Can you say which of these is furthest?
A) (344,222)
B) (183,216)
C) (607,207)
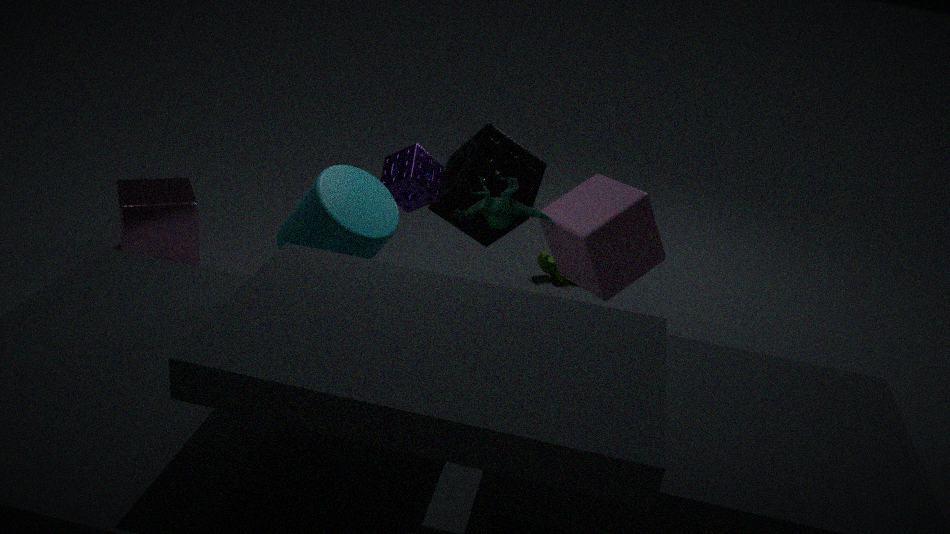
(183,216)
